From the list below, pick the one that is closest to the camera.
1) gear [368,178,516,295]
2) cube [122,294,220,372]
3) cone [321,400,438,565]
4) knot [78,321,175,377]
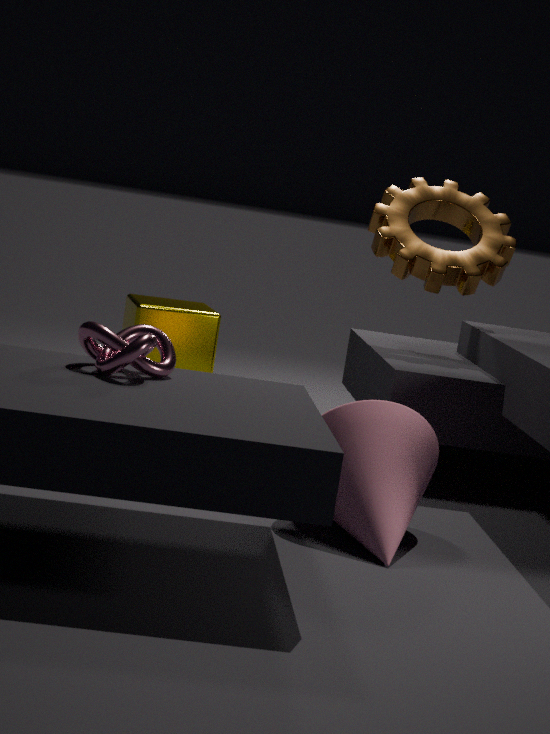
4. knot [78,321,175,377]
